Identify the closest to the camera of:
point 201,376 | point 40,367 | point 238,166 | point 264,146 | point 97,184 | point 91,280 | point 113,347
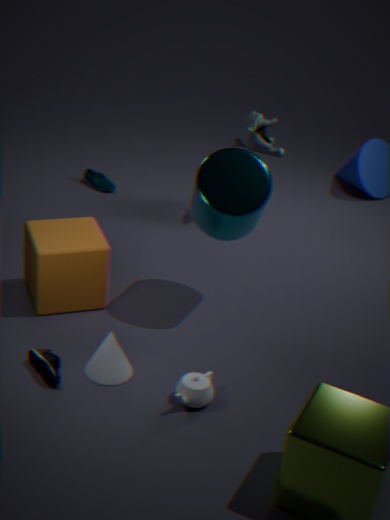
point 201,376
